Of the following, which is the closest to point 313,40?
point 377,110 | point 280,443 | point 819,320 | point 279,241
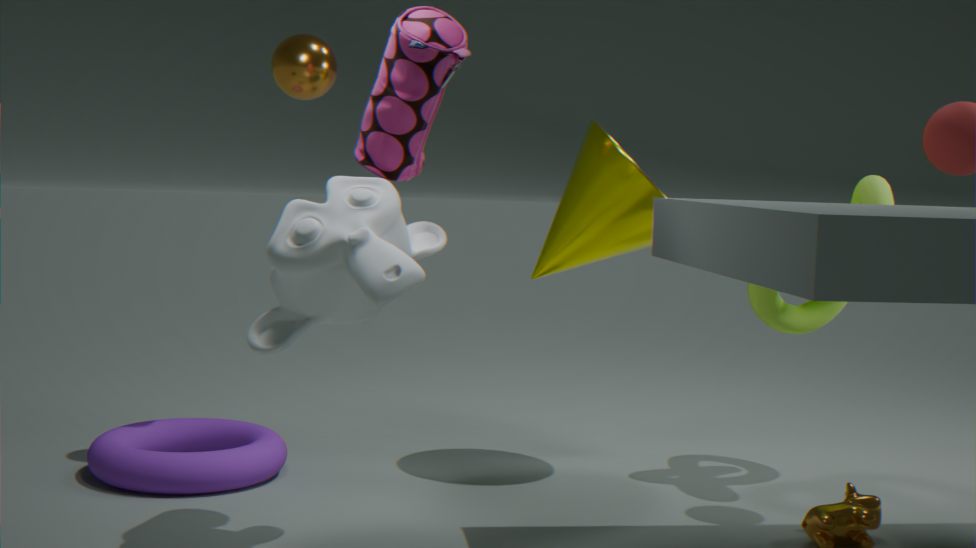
point 377,110
